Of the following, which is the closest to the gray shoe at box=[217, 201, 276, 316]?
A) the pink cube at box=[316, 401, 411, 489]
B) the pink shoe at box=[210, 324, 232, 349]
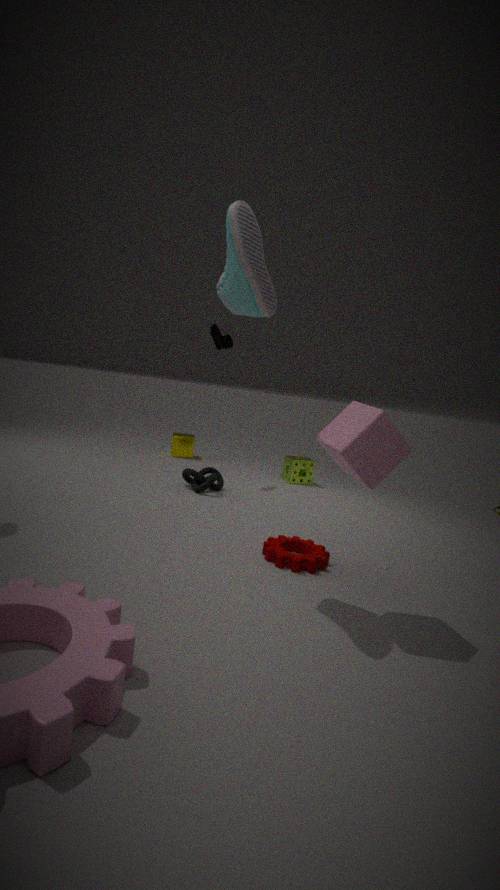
the pink cube at box=[316, 401, 411, 489]
